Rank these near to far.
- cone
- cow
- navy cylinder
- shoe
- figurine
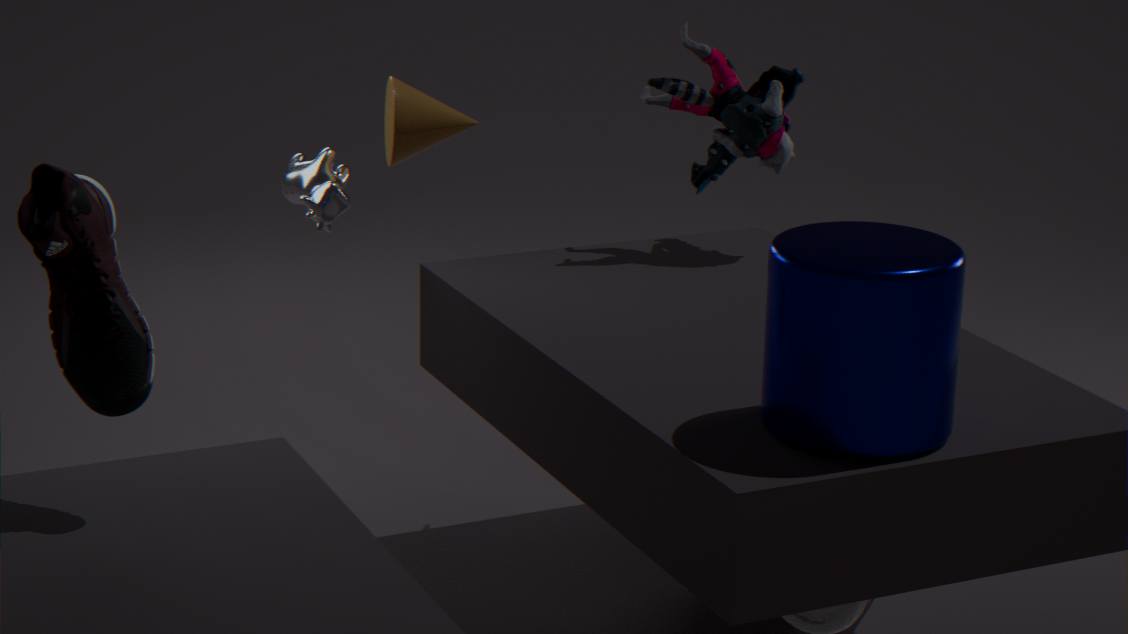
navy cylinder, shoe, cow, cone, figurine
